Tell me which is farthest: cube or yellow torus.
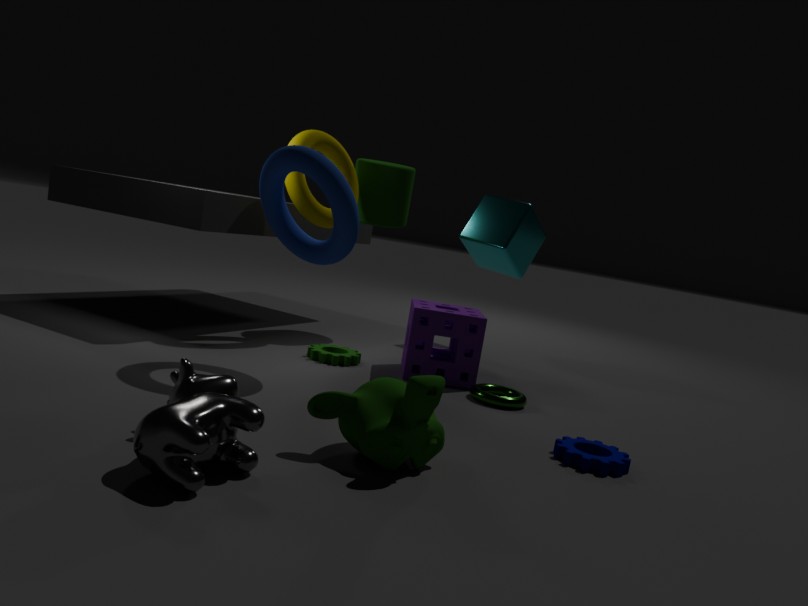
cube
